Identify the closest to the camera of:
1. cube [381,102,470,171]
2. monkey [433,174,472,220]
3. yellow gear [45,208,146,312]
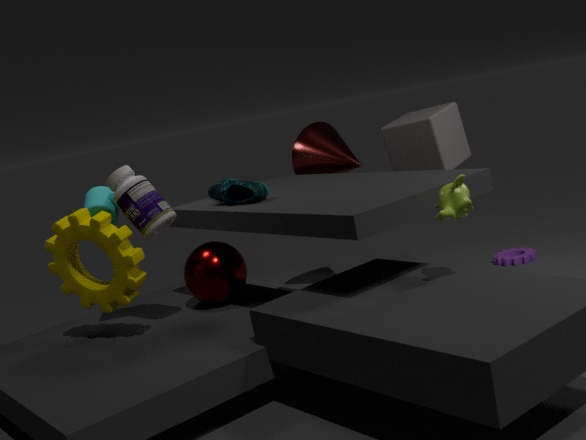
monkey [433,174,472,220]
